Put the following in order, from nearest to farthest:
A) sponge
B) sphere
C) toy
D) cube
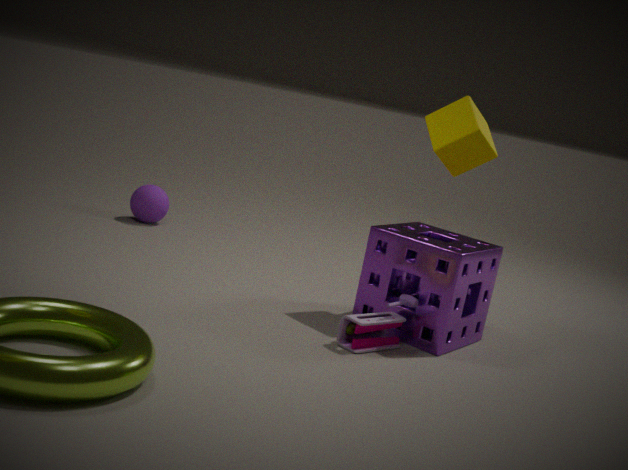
toy
sponge
cube
sphere
